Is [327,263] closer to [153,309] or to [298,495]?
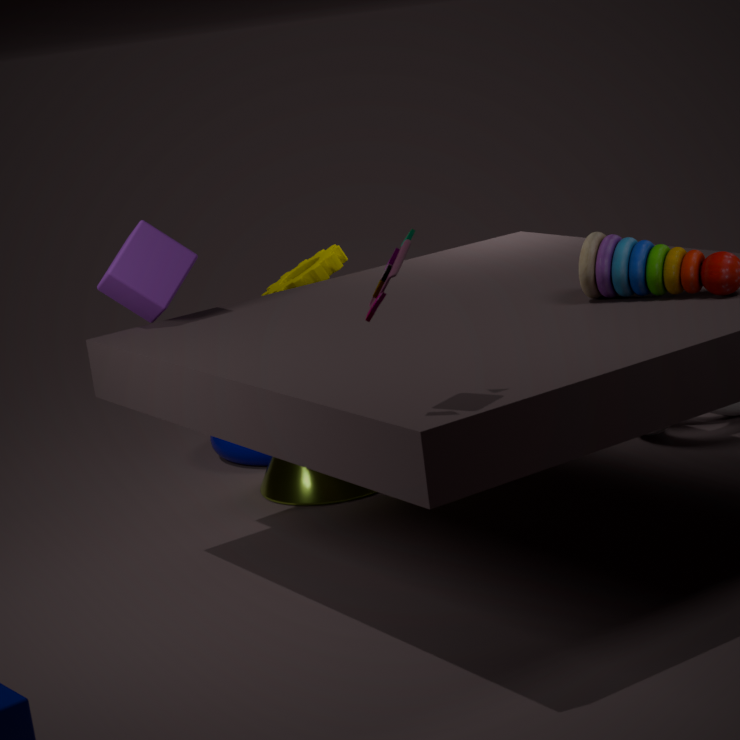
[298,495]
